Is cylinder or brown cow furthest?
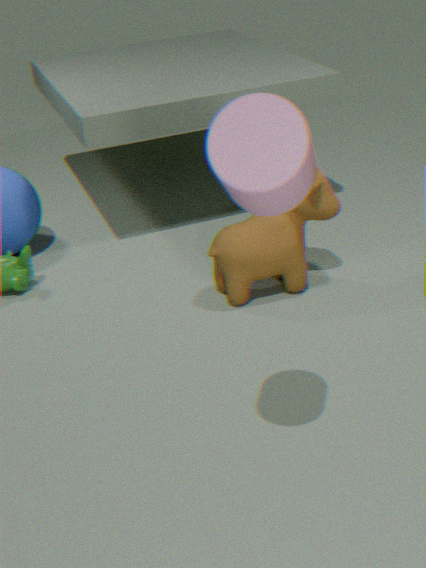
brown cow
